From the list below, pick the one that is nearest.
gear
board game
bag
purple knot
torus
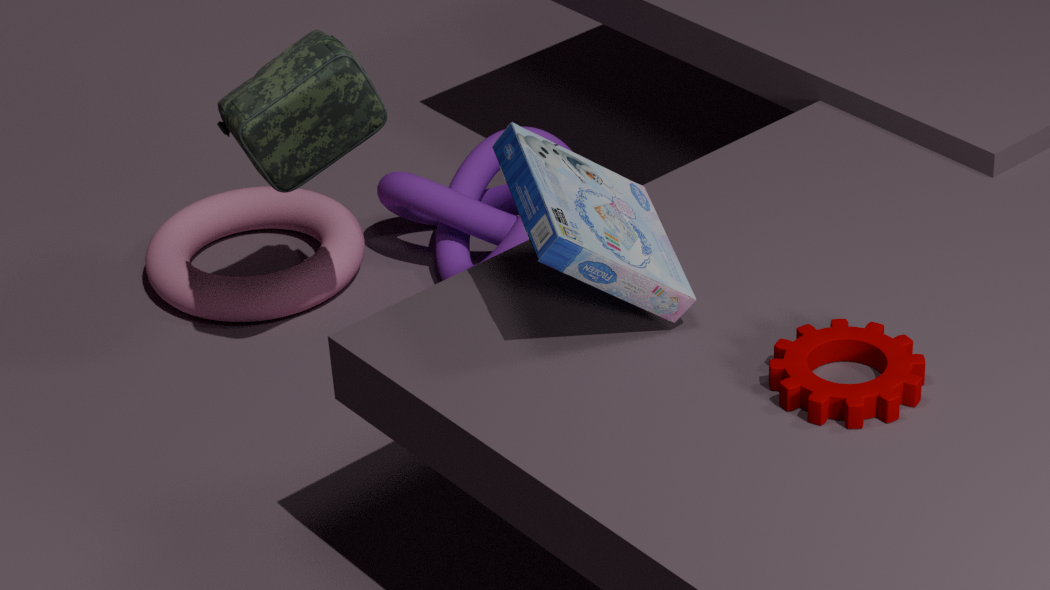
gear
